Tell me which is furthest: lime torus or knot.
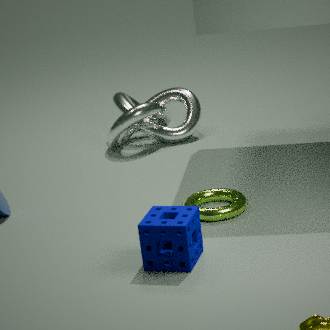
knot
